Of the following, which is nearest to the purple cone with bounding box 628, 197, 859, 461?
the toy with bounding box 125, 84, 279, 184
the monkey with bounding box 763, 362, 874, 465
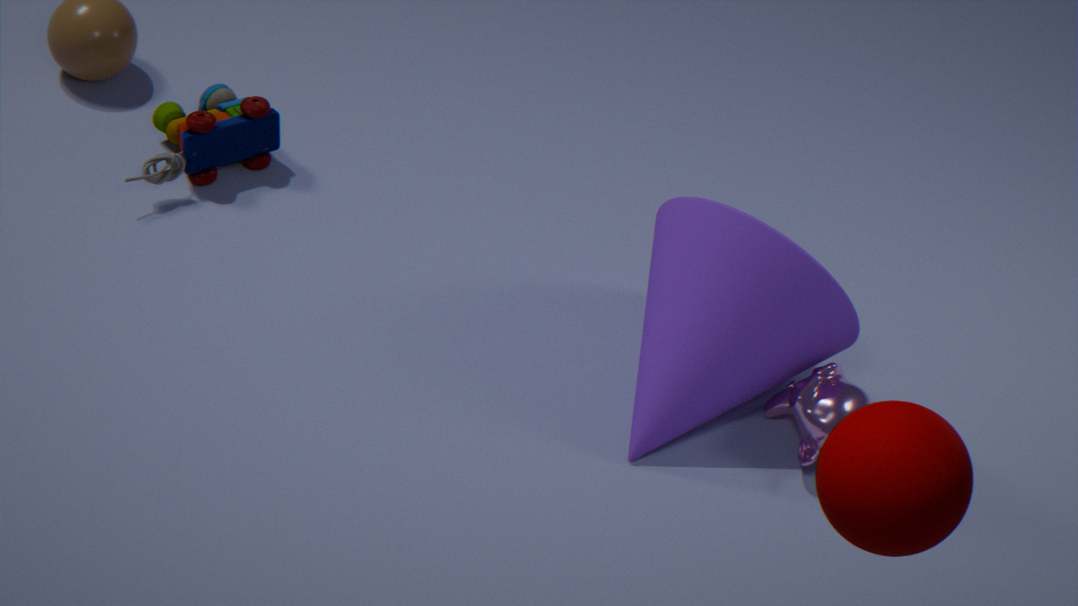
the monkey with bounding box 763, 362, 874, 465
